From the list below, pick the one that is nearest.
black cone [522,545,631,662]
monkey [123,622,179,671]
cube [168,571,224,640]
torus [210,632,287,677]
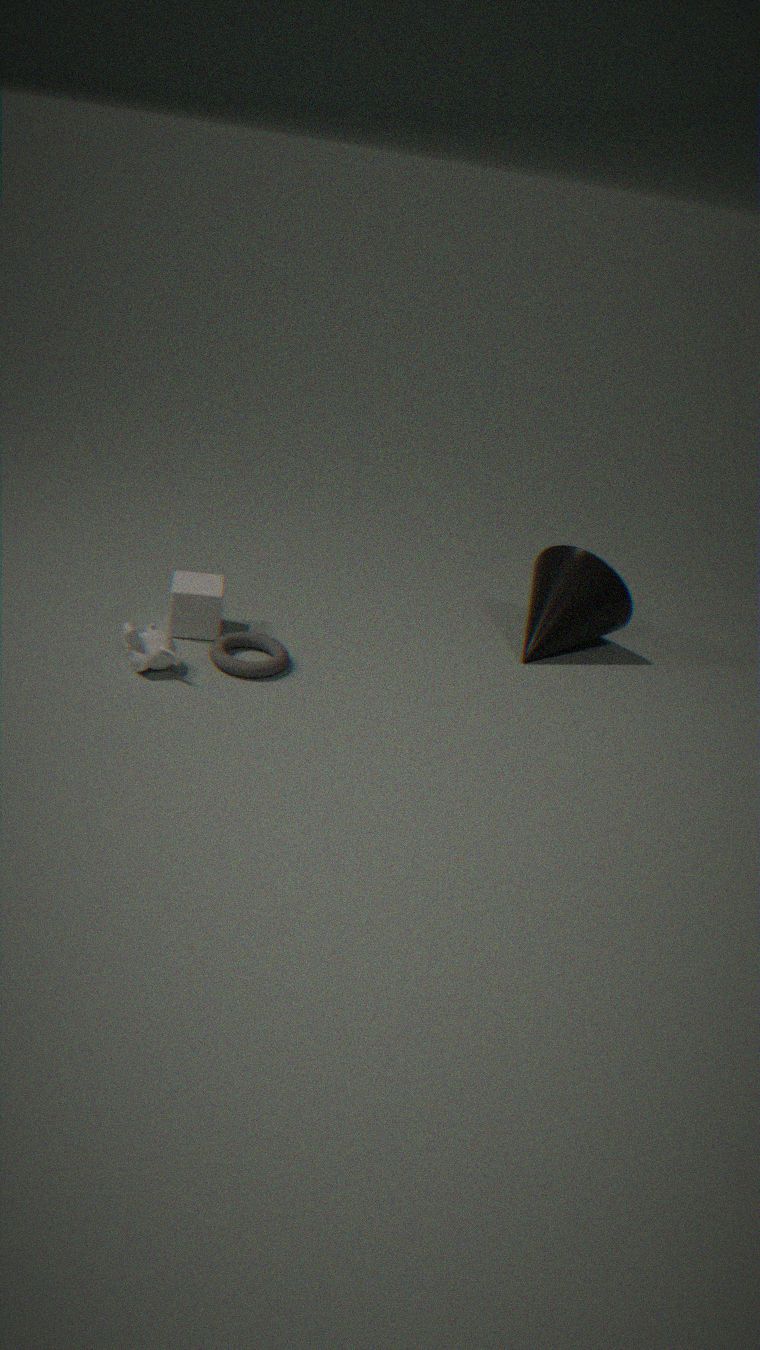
monkey [123,622,179,671]
